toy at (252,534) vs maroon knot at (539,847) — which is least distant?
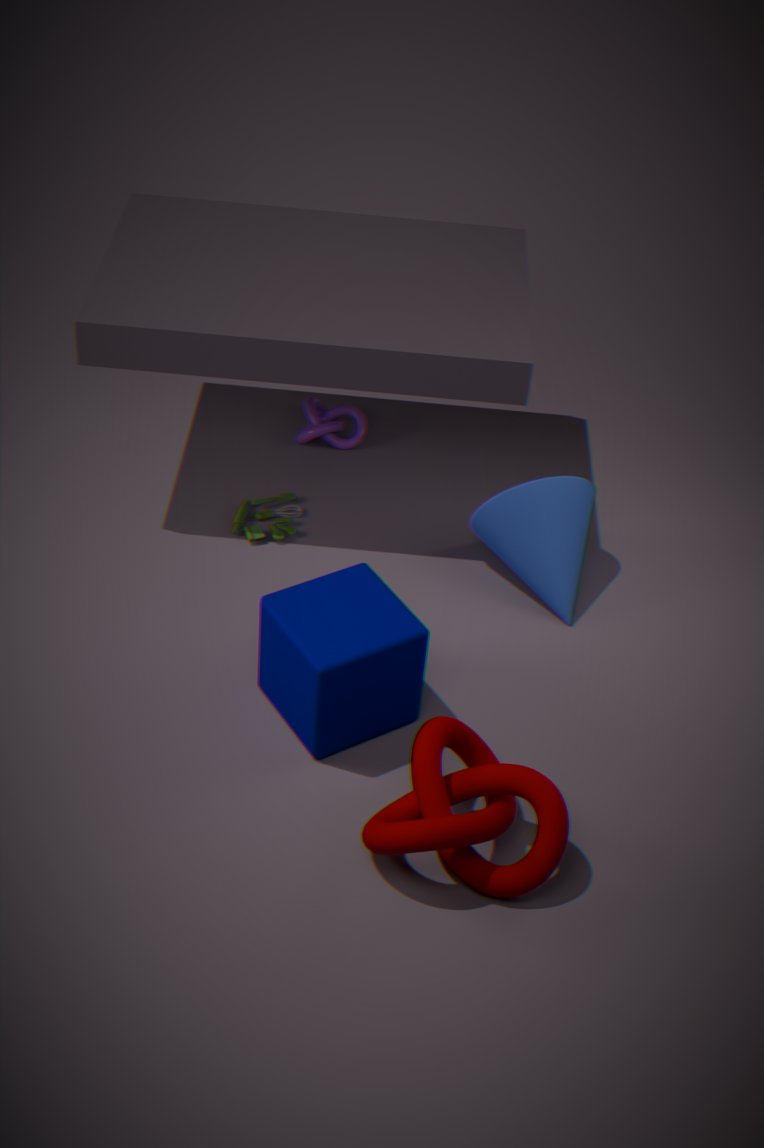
maroon knot at (539,847)
